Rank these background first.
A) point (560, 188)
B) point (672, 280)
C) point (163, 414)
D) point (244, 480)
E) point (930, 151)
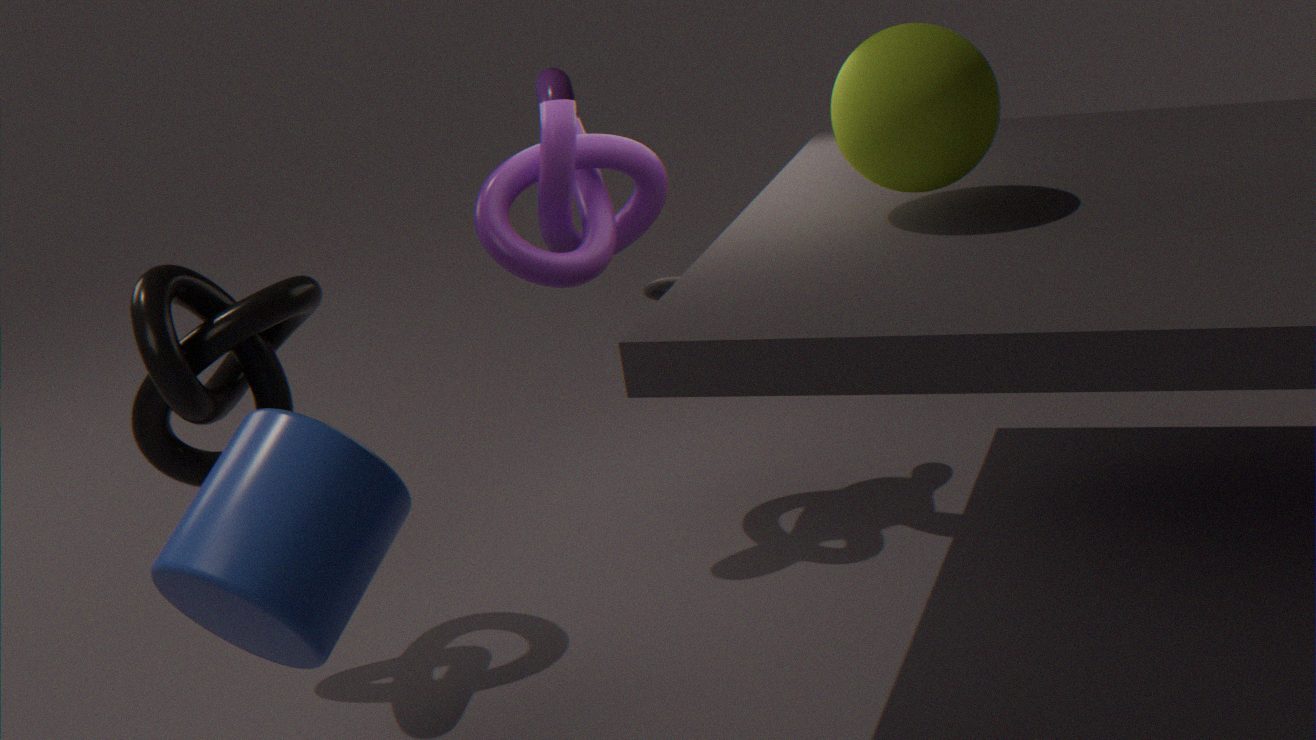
point (672, 280), point (560, 188), point (163, 414), point (930, 151), point (244, 480)
